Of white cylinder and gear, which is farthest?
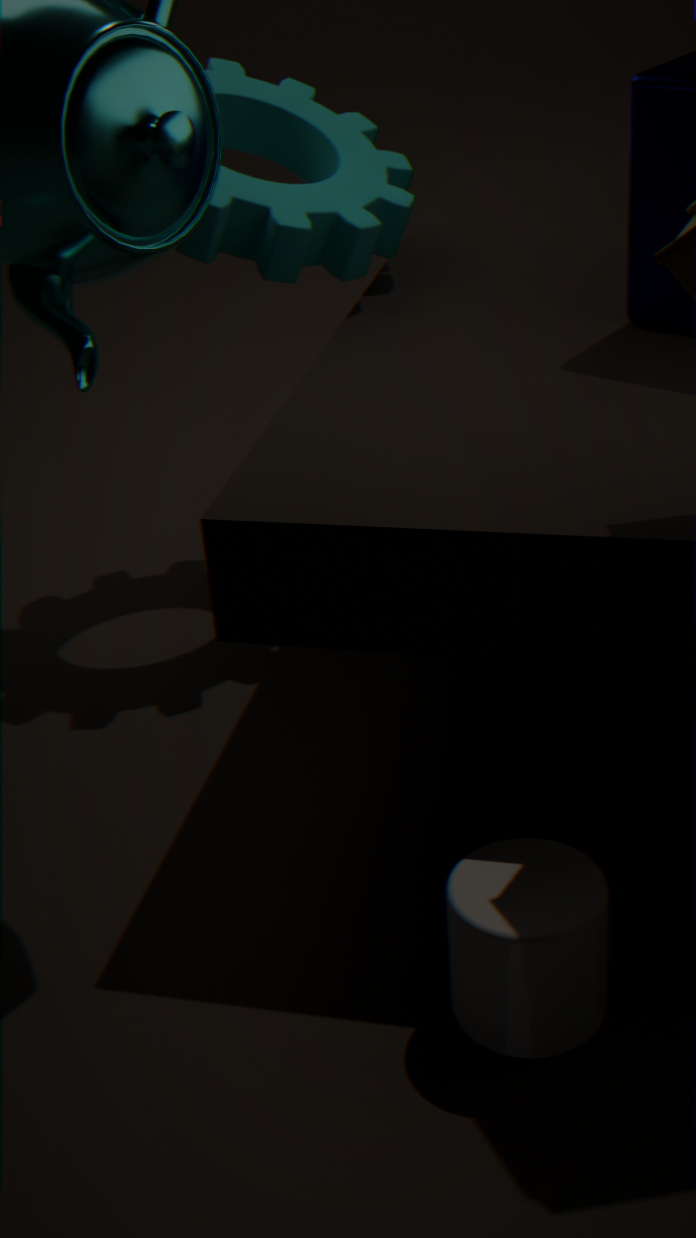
gear
